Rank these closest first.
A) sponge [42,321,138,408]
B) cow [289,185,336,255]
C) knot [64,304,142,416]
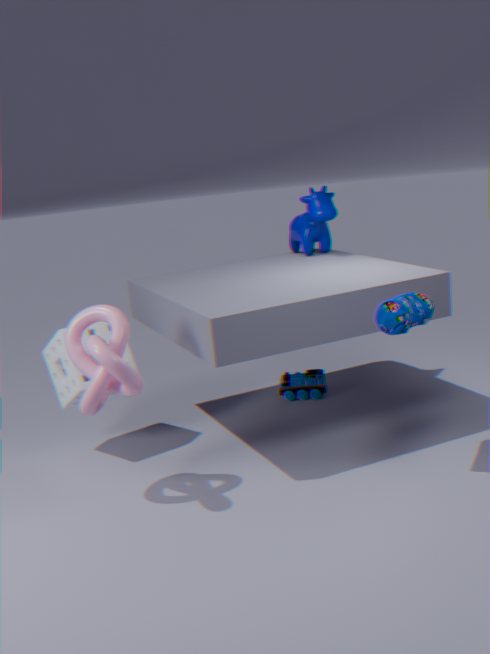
knot [64,304,142,416] → sponge [42,321,138,408] → cow [289,185,336,255]
